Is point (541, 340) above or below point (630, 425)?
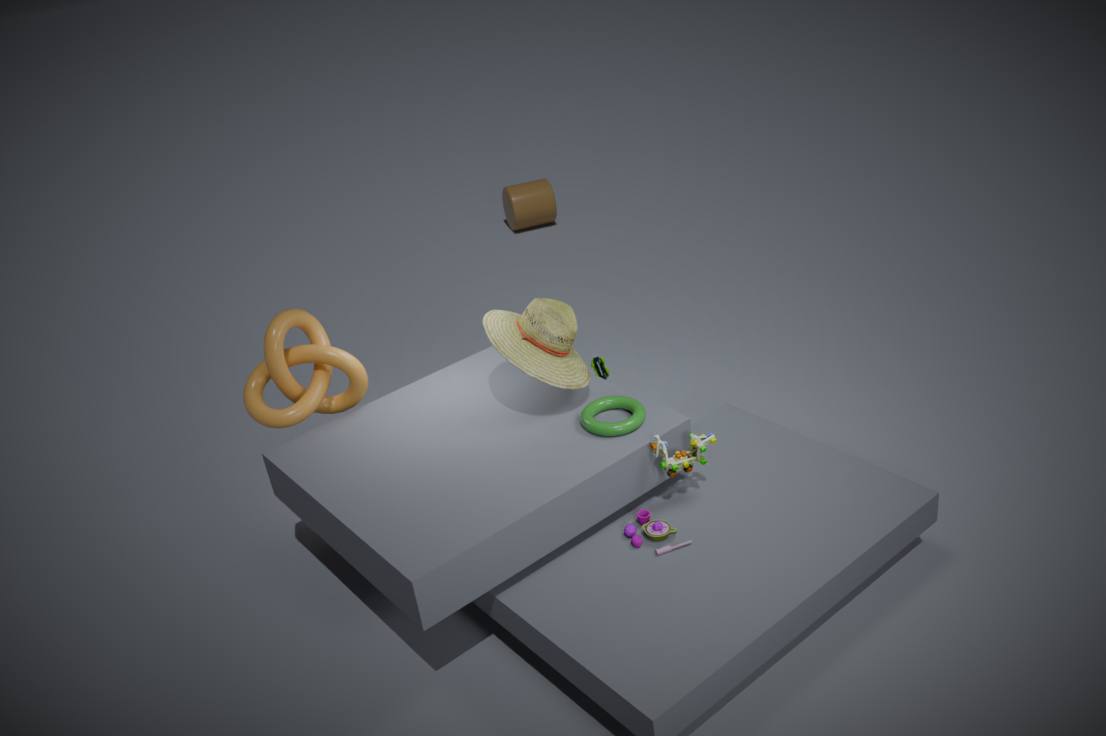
above
